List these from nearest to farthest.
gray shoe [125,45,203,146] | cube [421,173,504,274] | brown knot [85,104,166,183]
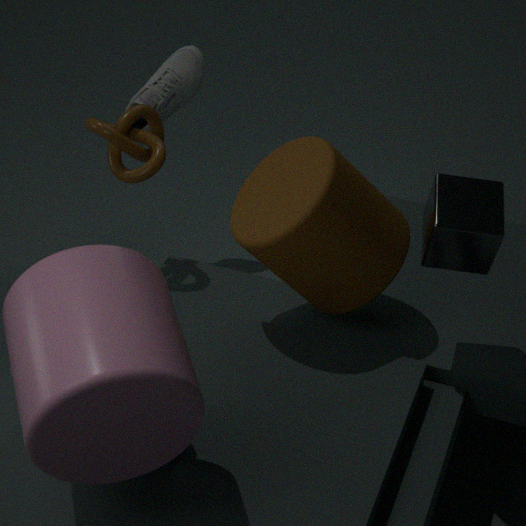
cube [421,173,504,274]
brown knot [85,104,166,183]
gray shoe [125,45,203,146]
